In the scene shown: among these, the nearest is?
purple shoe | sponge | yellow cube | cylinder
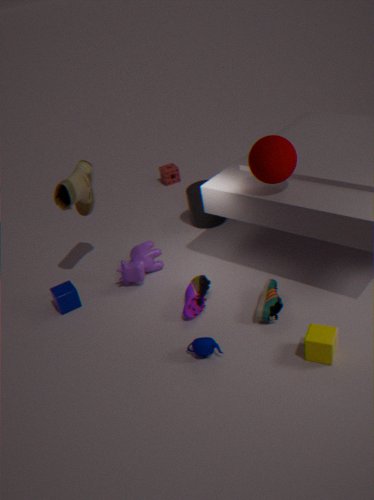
yellow cube
